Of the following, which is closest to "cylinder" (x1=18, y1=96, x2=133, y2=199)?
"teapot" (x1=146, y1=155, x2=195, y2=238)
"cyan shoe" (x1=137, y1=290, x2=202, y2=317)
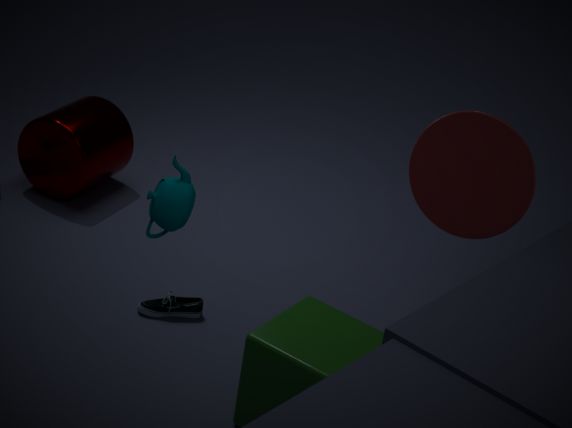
"cyan shoe" (x1=137, y1=290, x2=202, y2=317)
